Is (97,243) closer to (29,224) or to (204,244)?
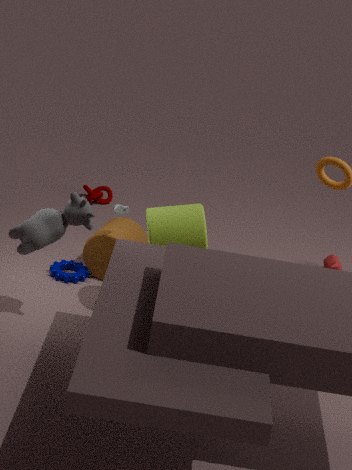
(204,244)
